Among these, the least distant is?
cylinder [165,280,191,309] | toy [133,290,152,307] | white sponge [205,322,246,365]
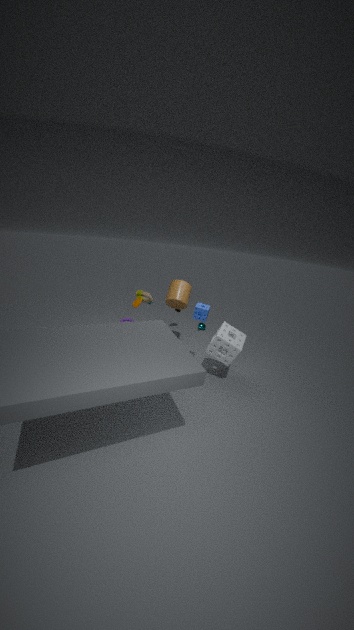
white sponge [205,322,246,365]
